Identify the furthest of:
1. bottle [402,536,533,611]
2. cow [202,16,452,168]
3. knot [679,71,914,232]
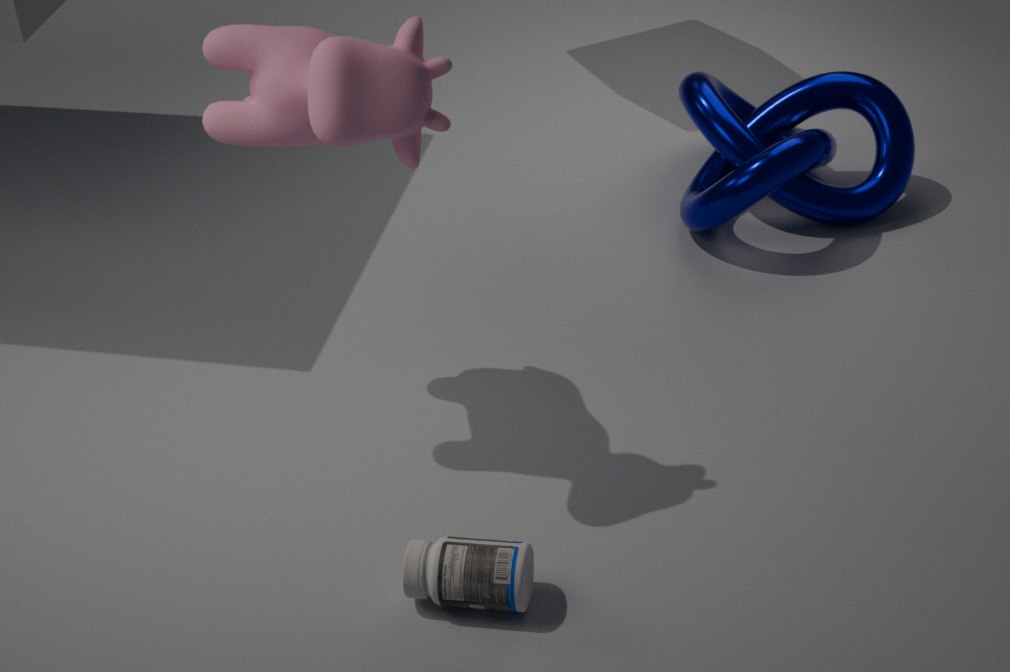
knot [679,71,914,232]
